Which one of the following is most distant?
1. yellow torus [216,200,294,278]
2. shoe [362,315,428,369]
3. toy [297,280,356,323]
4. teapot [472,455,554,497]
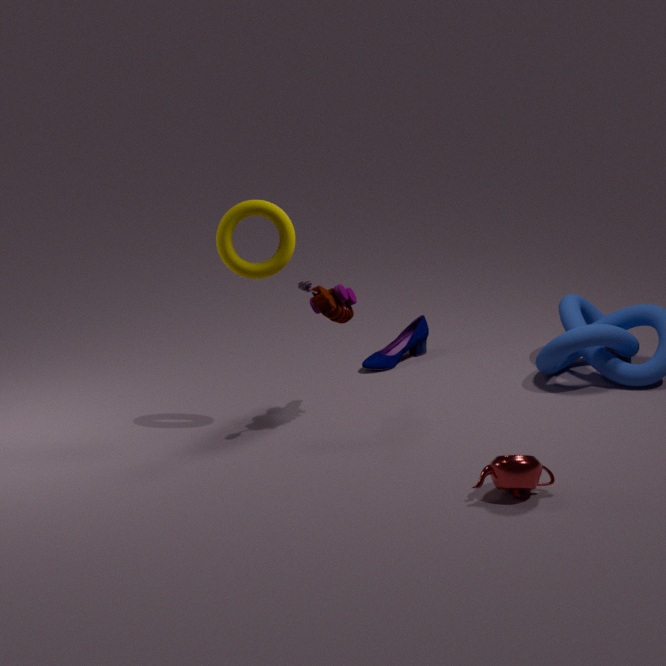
shoe [362,315,428,369]
